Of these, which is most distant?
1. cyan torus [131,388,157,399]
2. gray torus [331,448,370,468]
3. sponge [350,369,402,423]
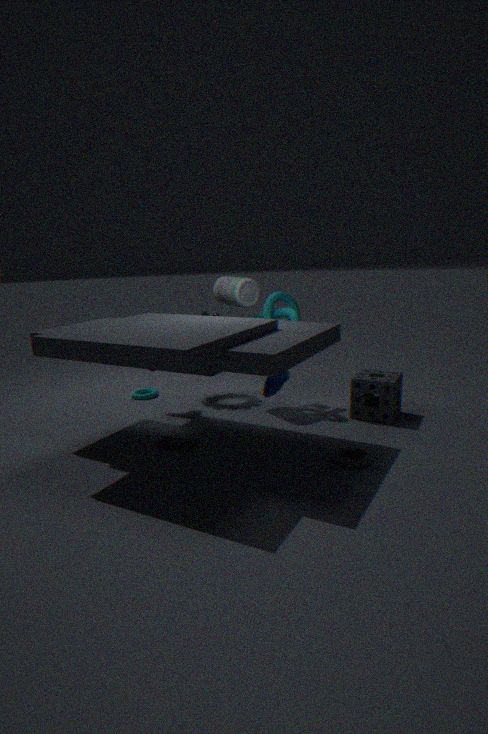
cyan torus [131,388,157,399]
